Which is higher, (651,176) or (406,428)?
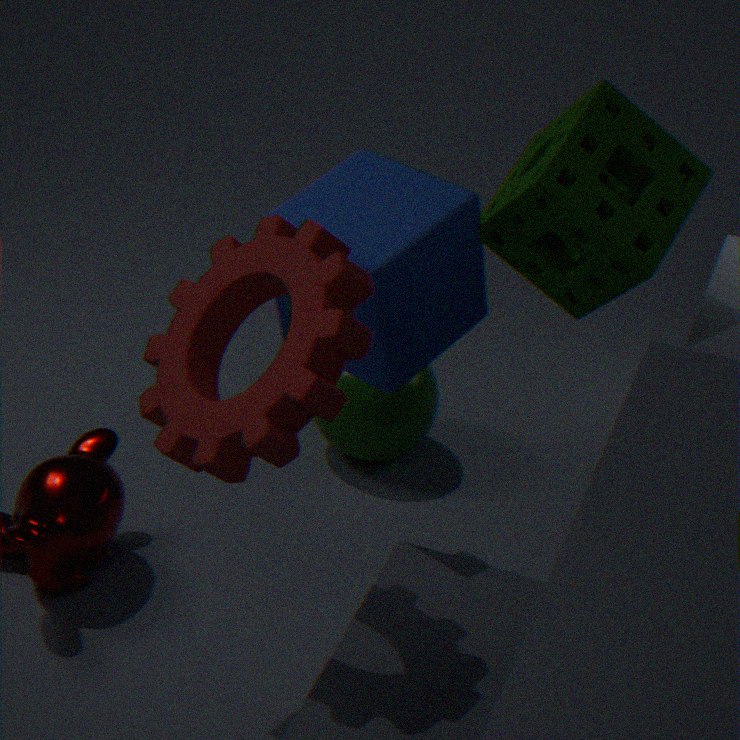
(651,176)
